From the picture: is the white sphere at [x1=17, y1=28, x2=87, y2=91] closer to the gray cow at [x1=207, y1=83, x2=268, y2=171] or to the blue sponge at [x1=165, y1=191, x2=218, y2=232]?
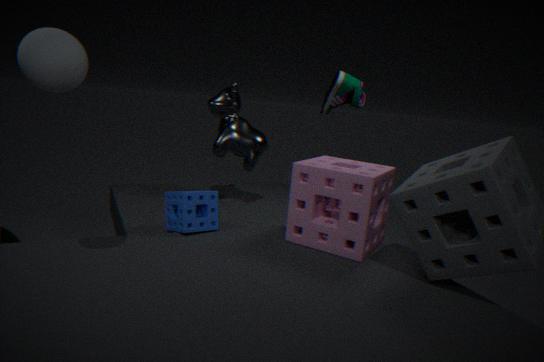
the blue sponge at [x1=165, y1=191, x2=218, y2=232]
